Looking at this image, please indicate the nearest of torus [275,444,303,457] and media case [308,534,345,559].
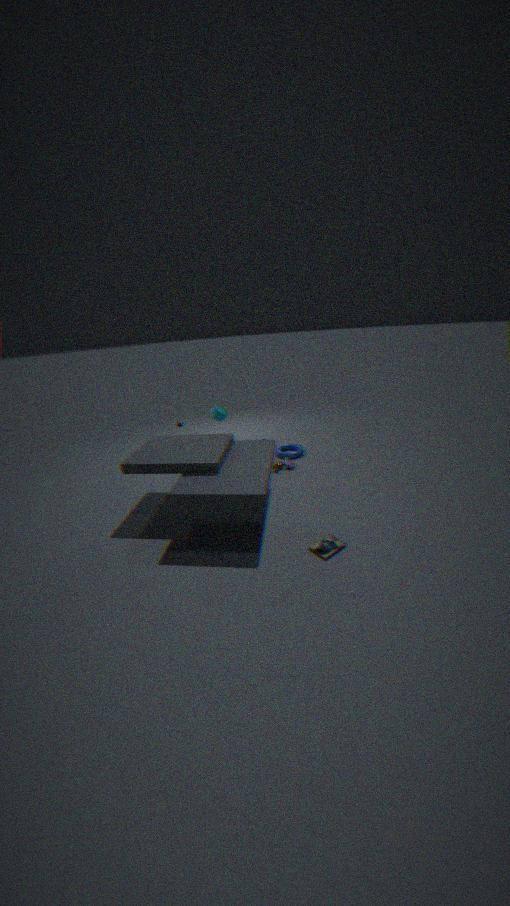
media case [308,534,345,559]
